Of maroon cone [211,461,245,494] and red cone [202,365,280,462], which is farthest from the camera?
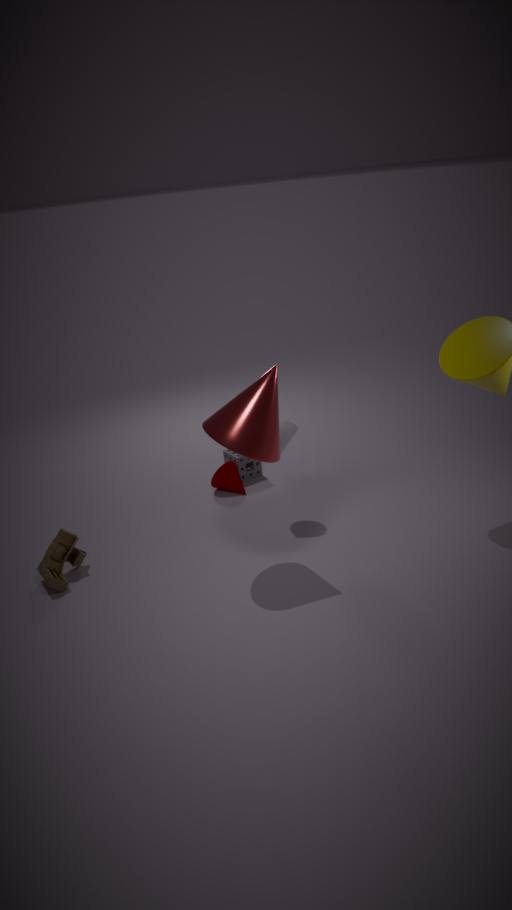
maroon cone [211,461,245,494]
